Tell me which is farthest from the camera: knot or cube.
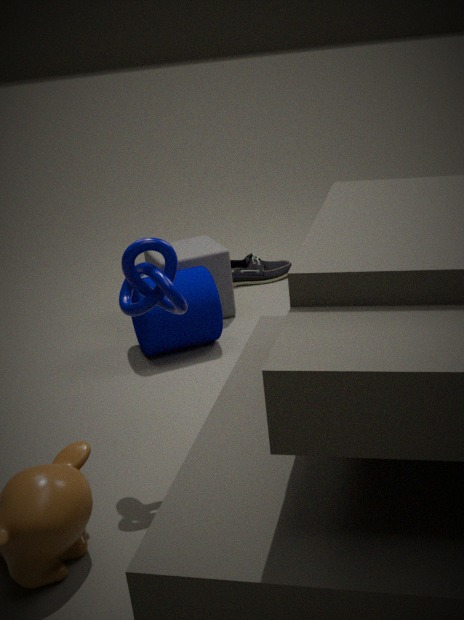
cube
